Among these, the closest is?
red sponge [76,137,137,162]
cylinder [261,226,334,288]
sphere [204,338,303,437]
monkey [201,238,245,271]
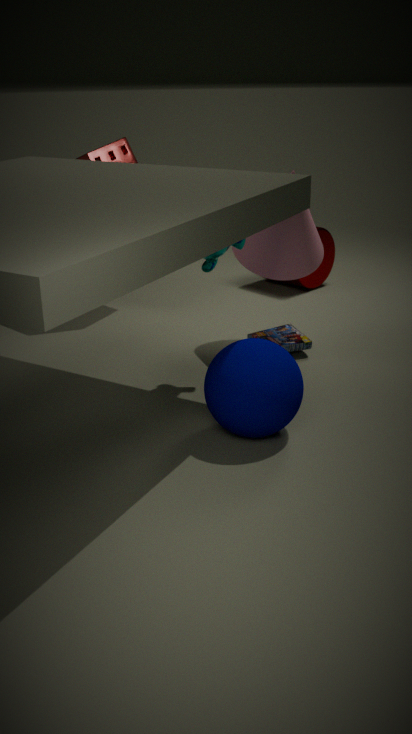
sphere [204,338,303,437]
